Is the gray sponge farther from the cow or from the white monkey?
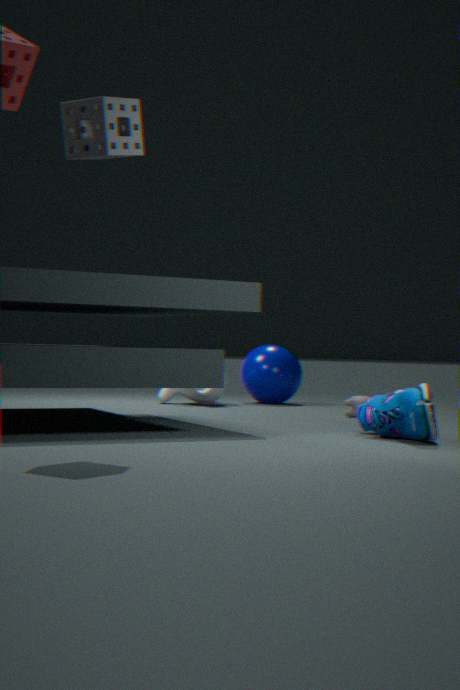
the white monkey
